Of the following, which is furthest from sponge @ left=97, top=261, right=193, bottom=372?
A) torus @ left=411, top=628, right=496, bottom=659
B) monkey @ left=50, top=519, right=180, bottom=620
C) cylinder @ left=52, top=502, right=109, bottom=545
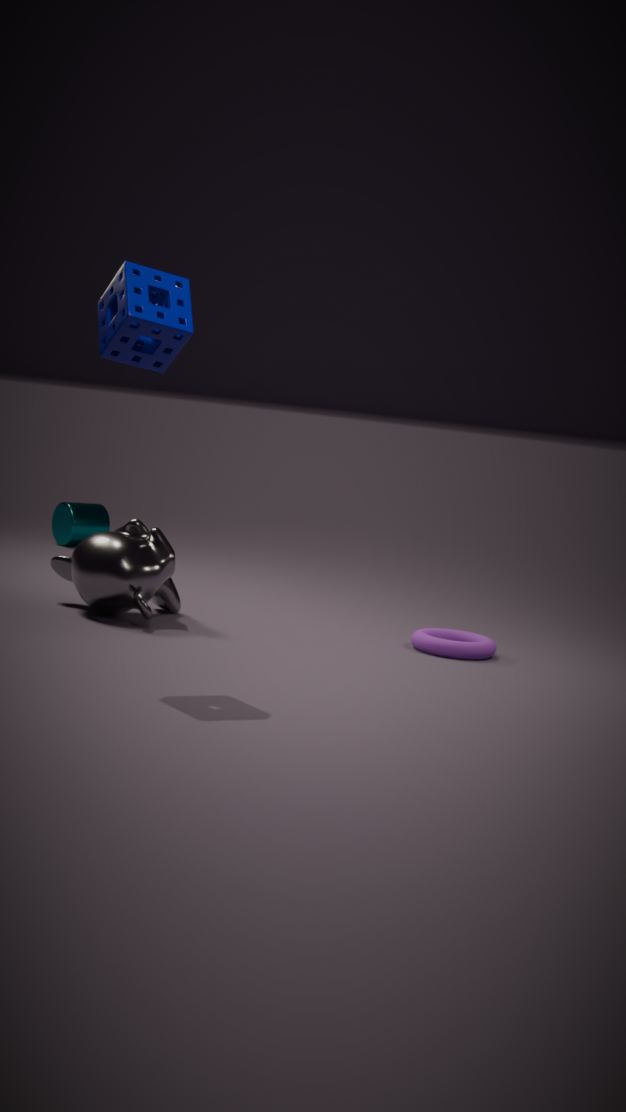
cylinder @ left=52, top=502, right=109, bottom=545
